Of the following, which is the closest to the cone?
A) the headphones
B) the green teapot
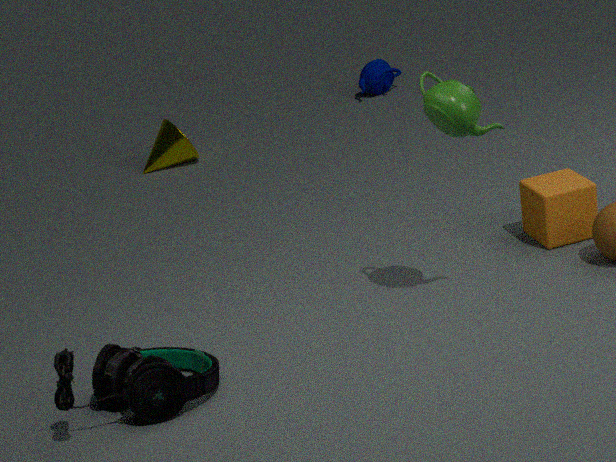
the headphones
